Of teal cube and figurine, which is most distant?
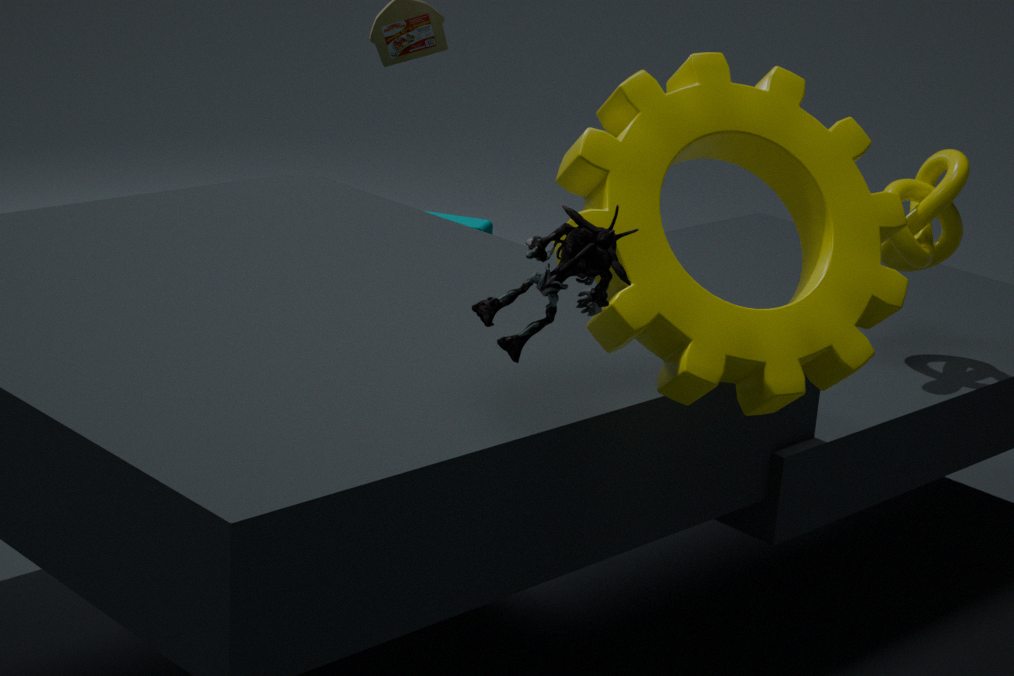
teal cube
